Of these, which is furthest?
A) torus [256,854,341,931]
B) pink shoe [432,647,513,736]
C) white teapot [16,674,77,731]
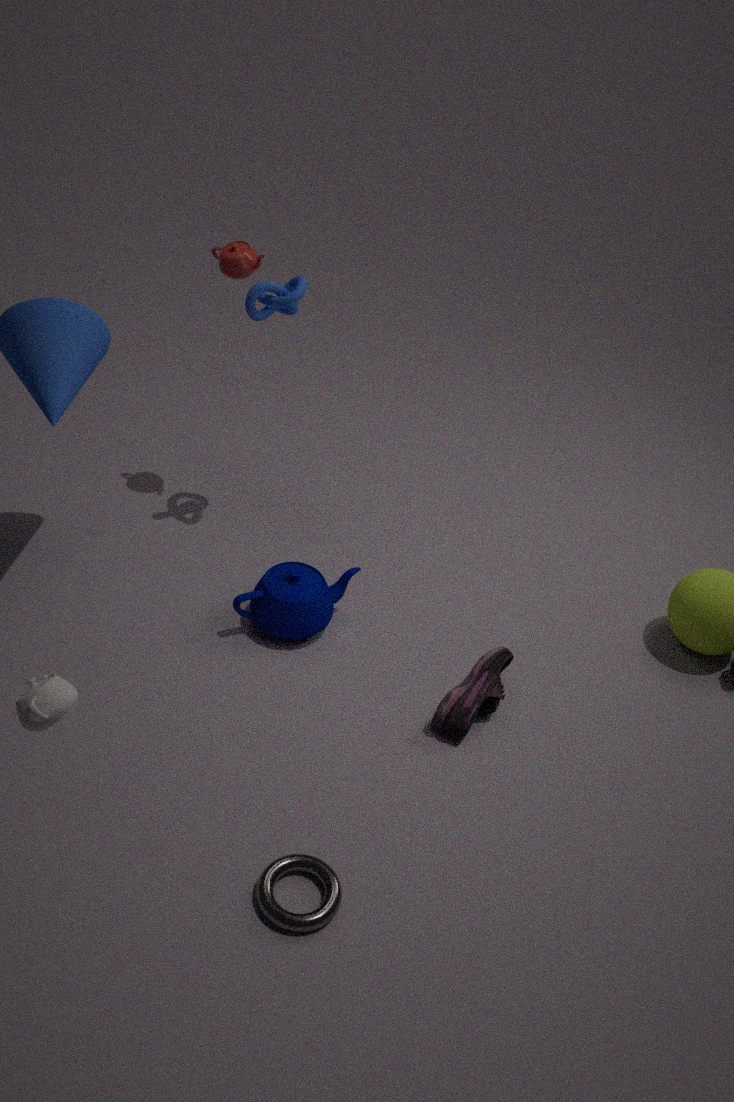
B. pink shoe [432,647,513,736]
